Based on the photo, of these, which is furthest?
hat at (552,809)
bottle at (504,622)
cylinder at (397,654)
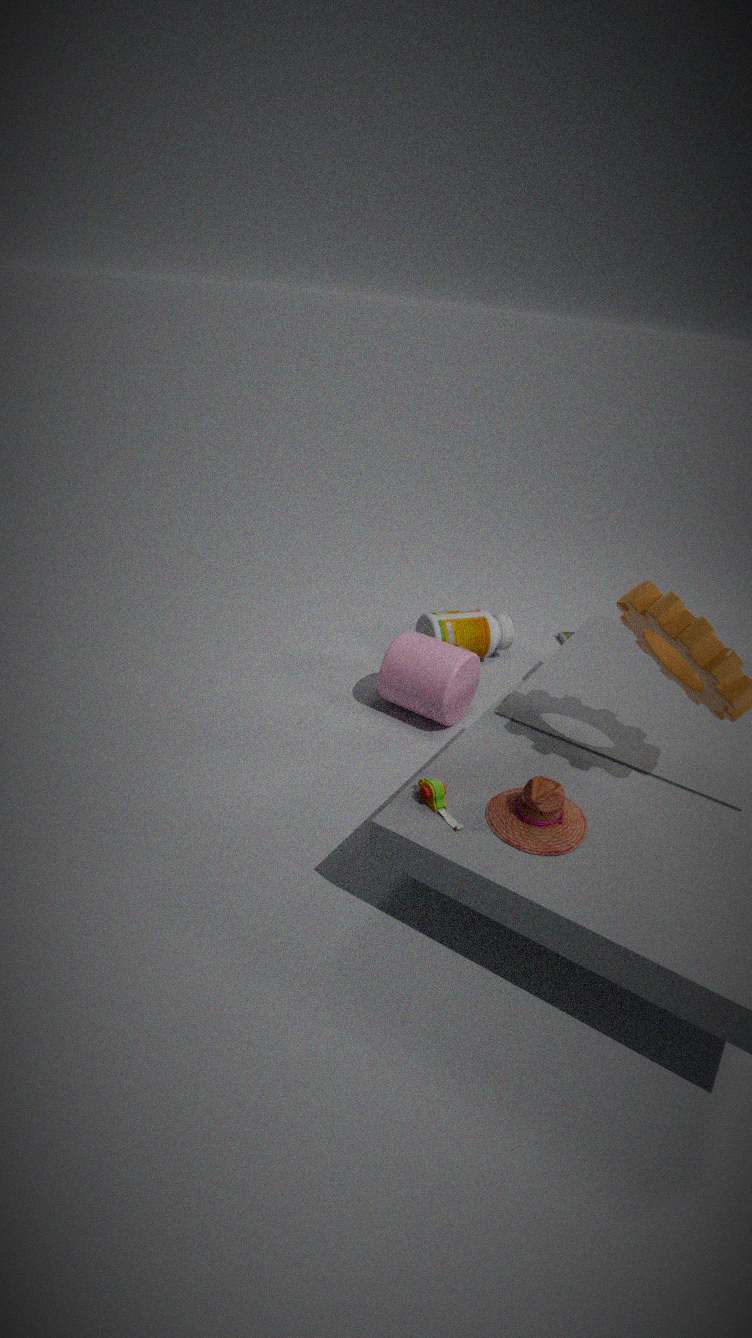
bottle at (504,622)
